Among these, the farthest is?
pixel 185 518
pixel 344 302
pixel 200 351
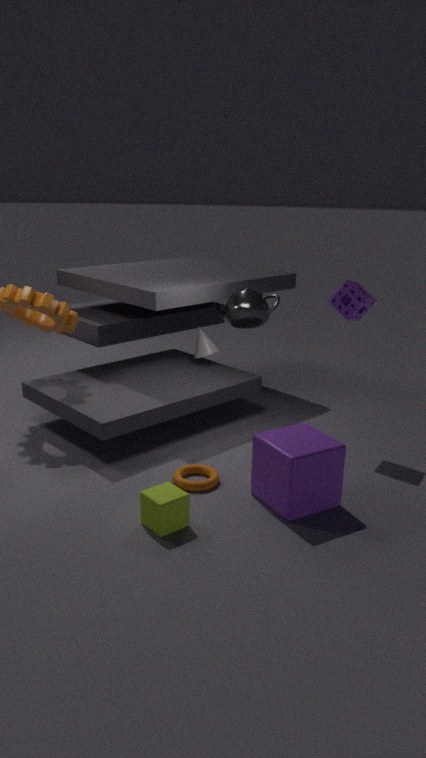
pixel 200 351
